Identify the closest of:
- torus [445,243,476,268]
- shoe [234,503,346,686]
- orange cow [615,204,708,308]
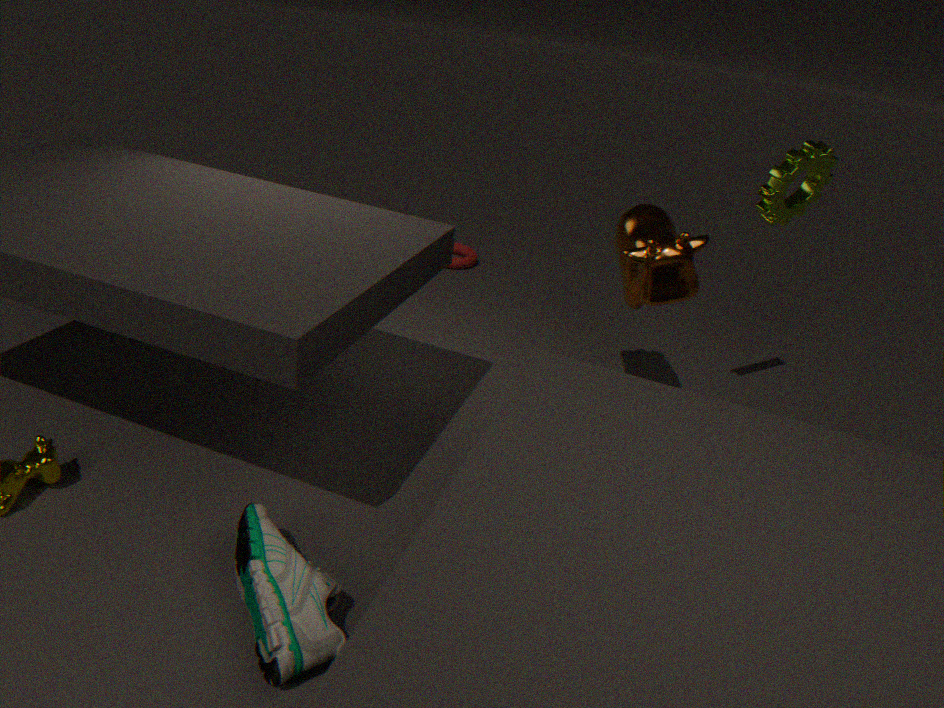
shoe [234,503,346,686]
